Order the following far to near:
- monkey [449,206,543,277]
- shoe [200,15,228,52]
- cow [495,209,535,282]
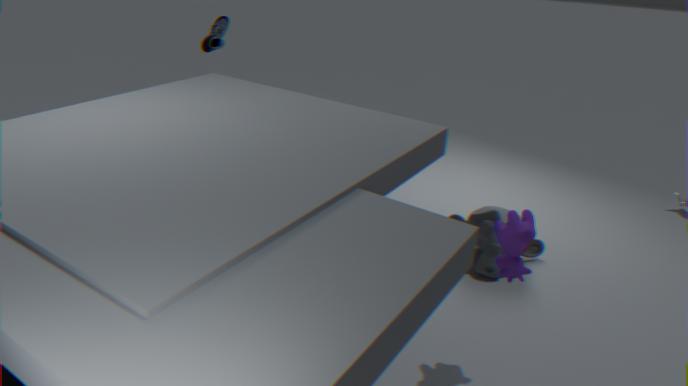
shoe [200,15,228,52] < monkey [449,206,543,277] < cow [495,209,535,282]
